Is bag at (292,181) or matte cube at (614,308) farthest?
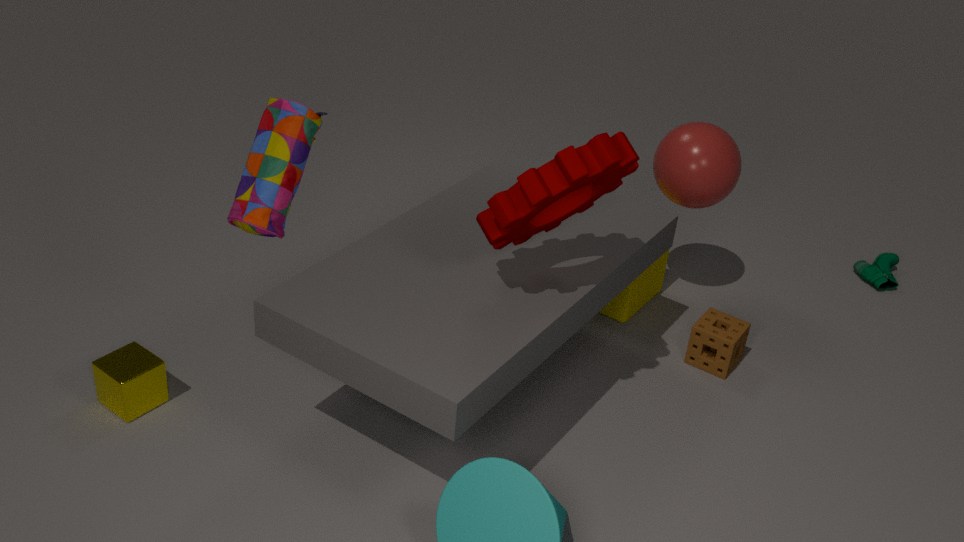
matte cube at (614,308)
